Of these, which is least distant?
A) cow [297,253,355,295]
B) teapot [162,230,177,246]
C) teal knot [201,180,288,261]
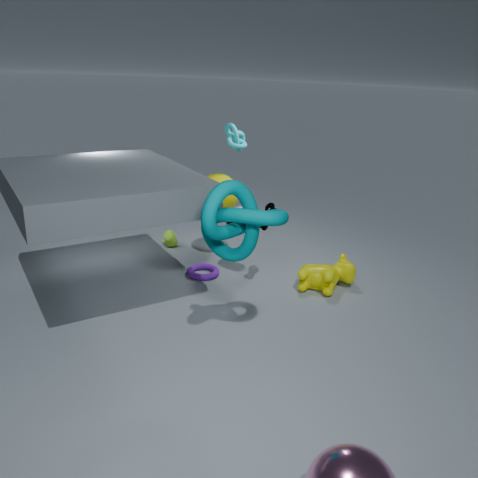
teal knot [201,180,288,261]
